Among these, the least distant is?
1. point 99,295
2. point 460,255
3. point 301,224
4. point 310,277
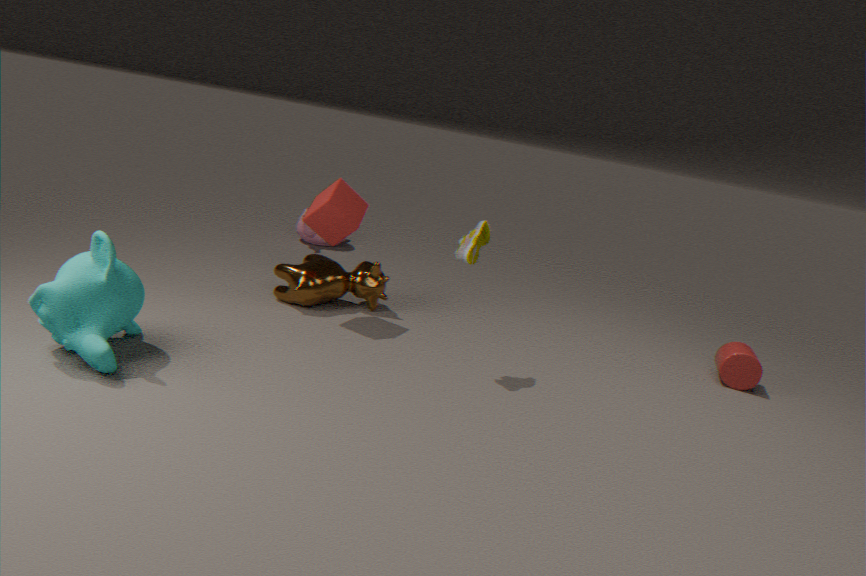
point 99,295
